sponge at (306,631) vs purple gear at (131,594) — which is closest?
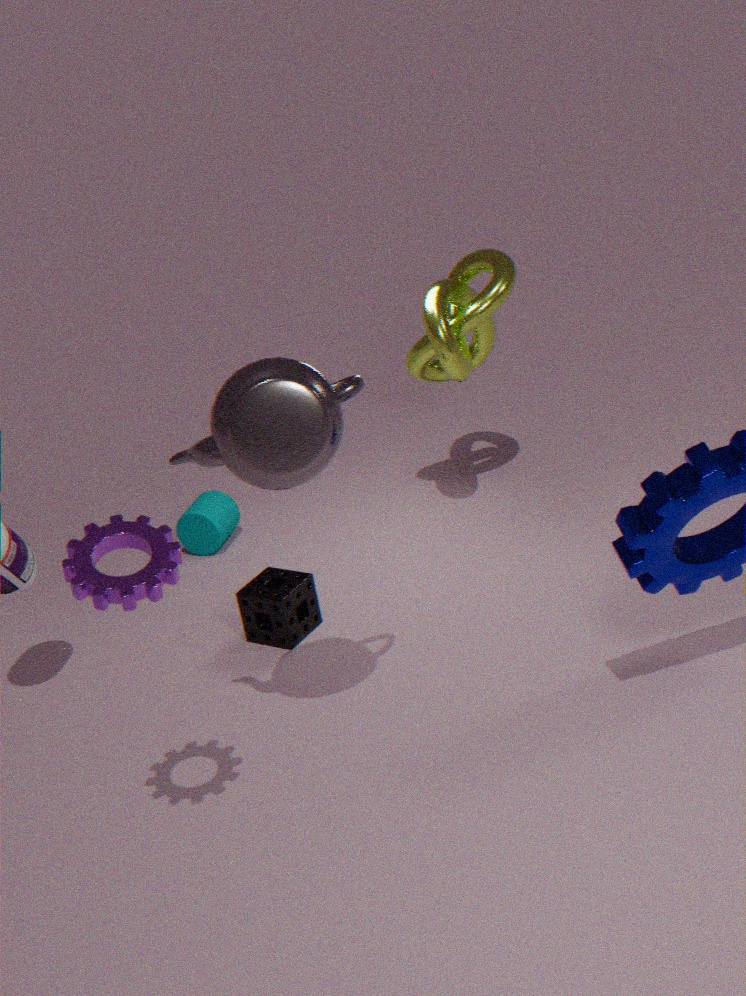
purple gear at (131,594)
